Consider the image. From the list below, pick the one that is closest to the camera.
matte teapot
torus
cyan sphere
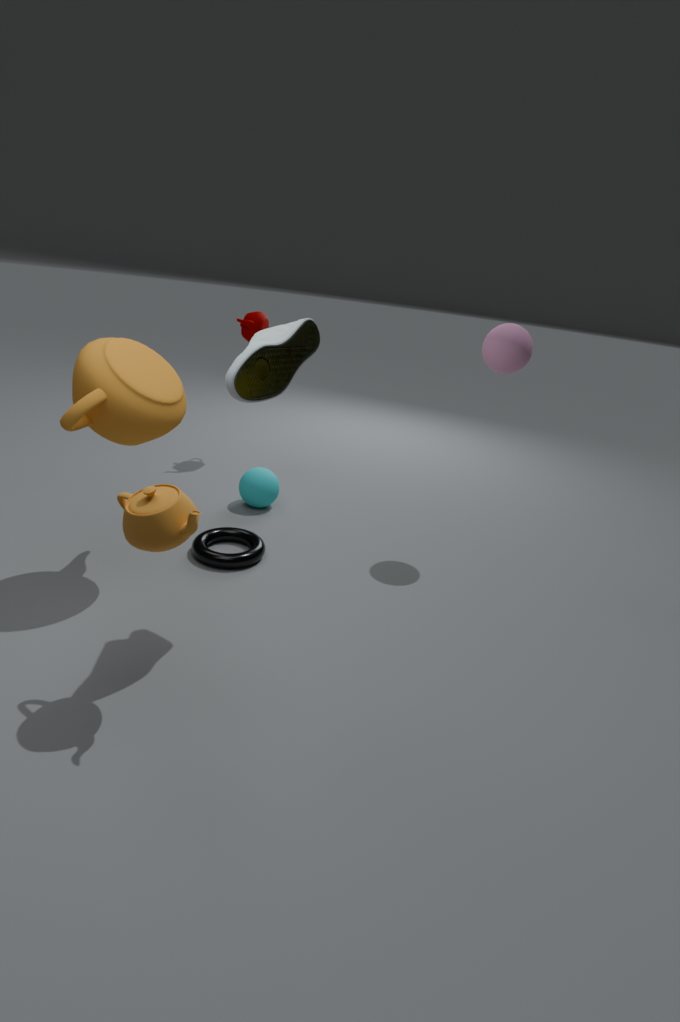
matte teapot
